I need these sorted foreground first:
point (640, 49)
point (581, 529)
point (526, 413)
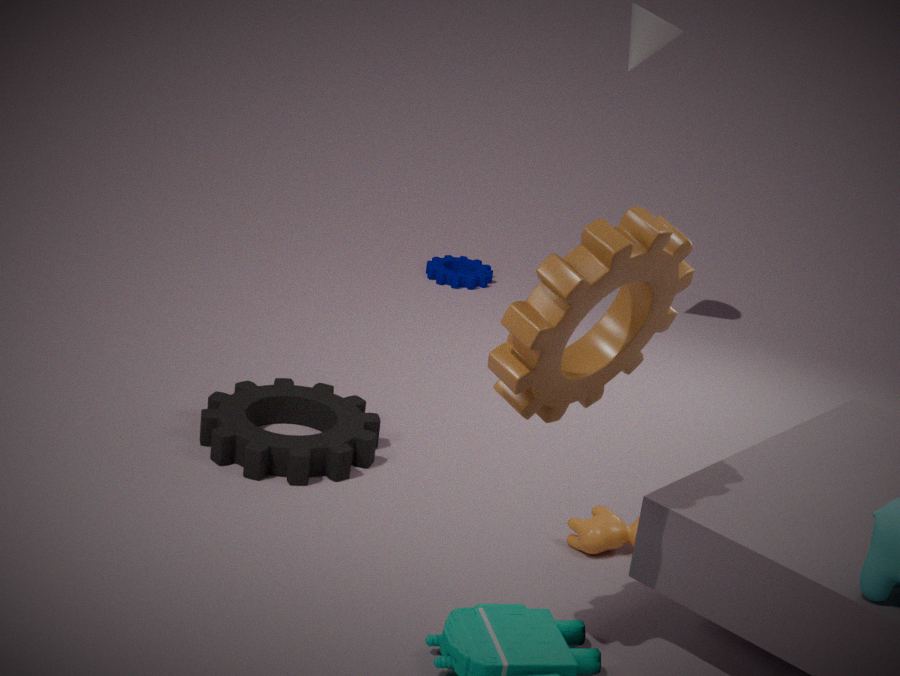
point (526, 413) → point (581, 529) → point (640, 49)
